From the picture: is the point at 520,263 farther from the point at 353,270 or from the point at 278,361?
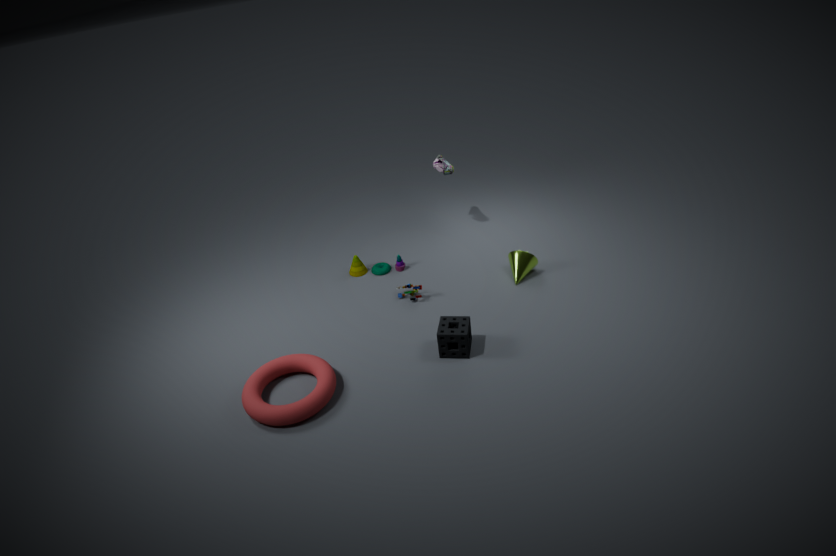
the point at 278,361
